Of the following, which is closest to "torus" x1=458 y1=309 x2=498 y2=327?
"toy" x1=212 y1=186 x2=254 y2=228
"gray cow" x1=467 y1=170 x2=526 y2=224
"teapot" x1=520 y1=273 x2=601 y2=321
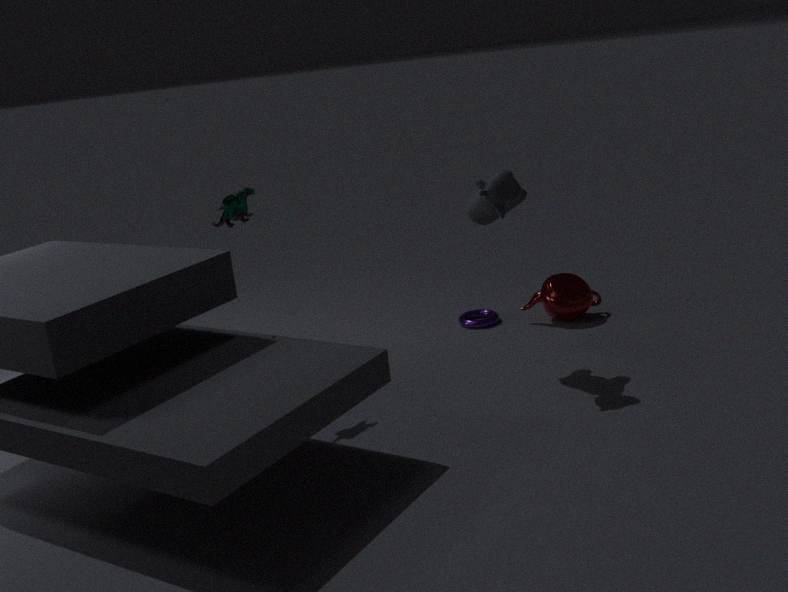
"teapot" x1=520 y1=273 x2=601 y2=321
